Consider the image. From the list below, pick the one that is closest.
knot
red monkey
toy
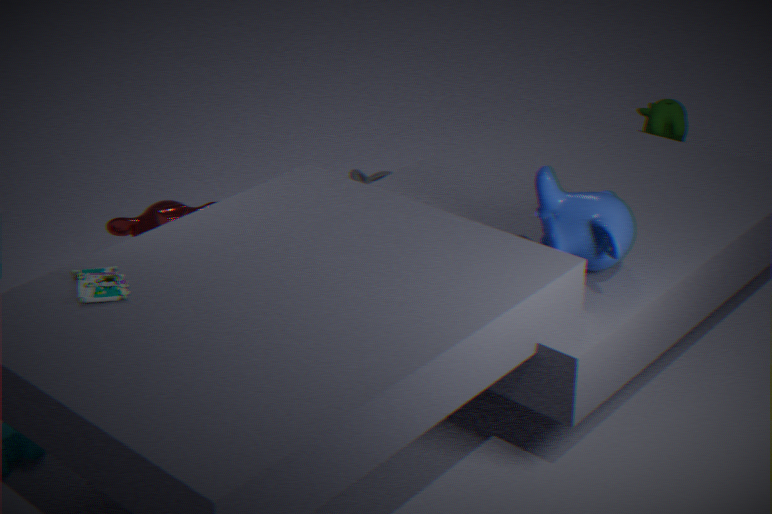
toy
